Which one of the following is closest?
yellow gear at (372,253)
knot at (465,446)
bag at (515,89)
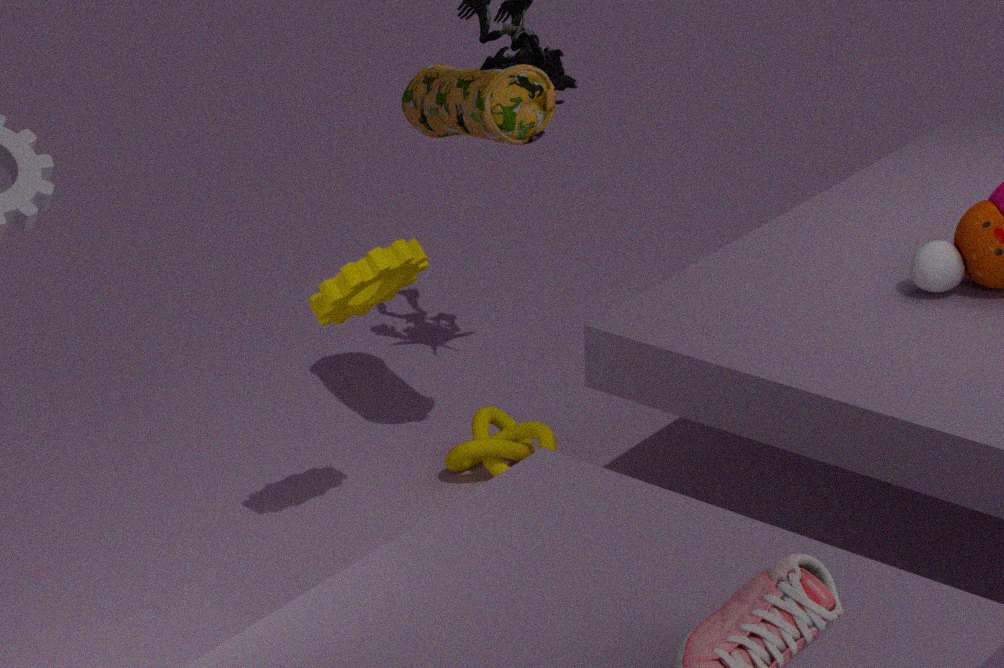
yellow gear at (372,253)
